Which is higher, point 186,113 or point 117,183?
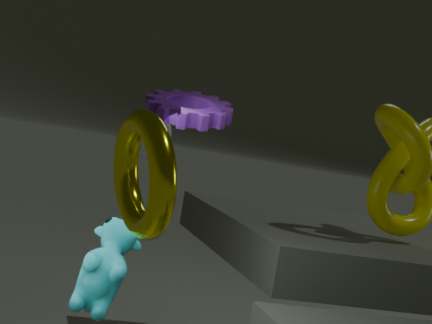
point 186,113
